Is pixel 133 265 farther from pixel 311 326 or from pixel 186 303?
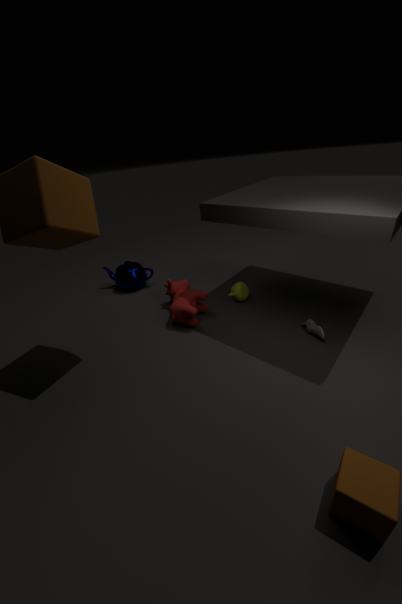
pixel 311 326
